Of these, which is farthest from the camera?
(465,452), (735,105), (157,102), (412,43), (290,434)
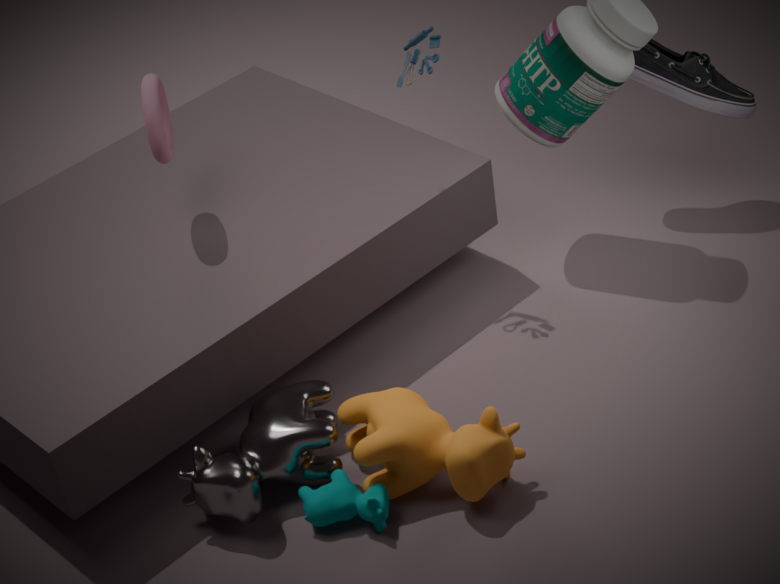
(735,105)
